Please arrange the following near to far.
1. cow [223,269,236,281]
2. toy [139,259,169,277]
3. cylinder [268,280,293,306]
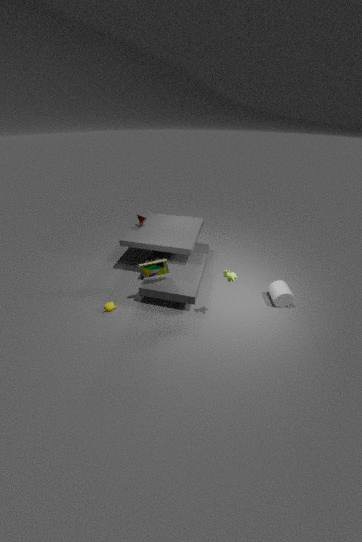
cow [223,269,236,281] → toy [139,259,169,277] → cylinder [268,280,293,306]
